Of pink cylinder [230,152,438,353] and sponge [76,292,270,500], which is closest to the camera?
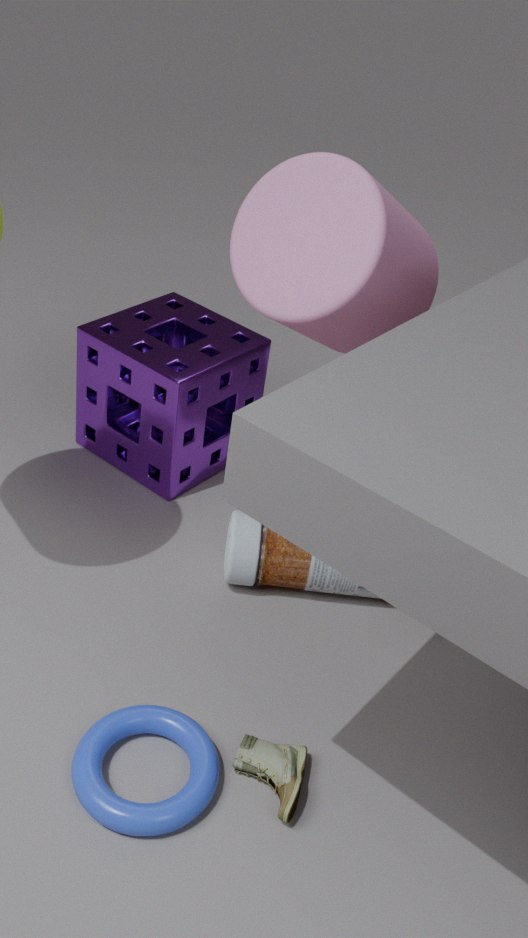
pink cylinder [230,152,438,353]
